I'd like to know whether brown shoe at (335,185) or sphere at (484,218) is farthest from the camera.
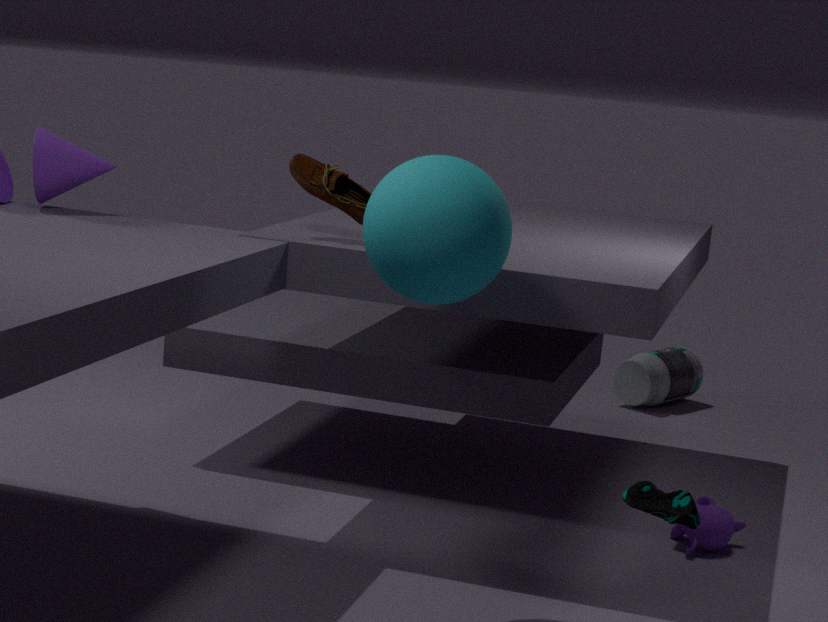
brown shoe at (335,185)
